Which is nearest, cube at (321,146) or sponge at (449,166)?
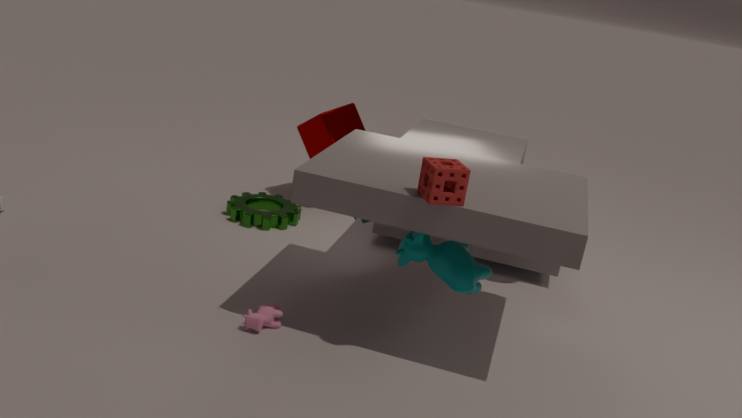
sponge at (449,166)
